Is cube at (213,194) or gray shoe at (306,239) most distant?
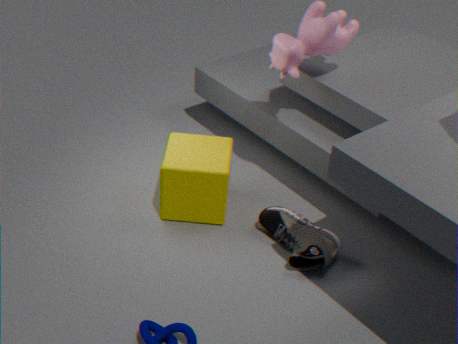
cube at (213,194)
